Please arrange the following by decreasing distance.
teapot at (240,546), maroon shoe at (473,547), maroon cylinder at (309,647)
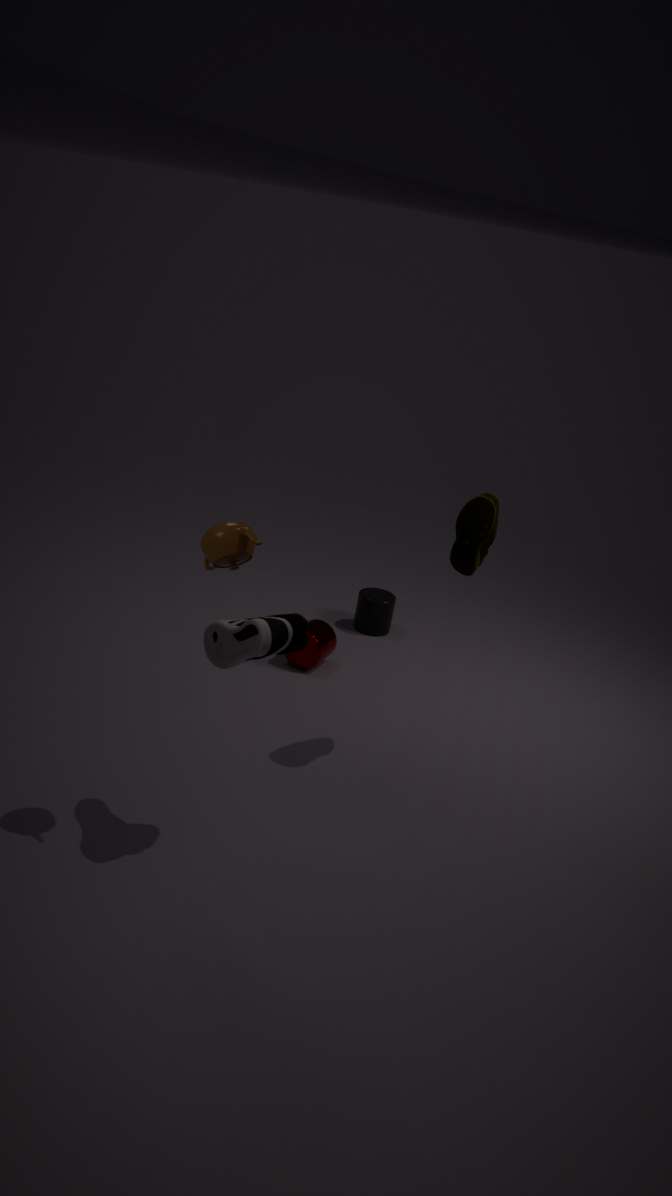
1. maroon cylinder at (309,647)
2. maroon shoe at (473,547)
3. teapot at (240,546)
